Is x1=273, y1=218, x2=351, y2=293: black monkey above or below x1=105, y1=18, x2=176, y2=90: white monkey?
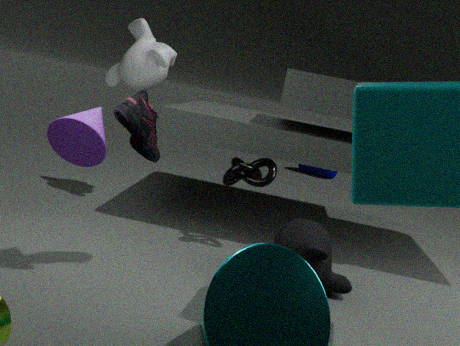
below
